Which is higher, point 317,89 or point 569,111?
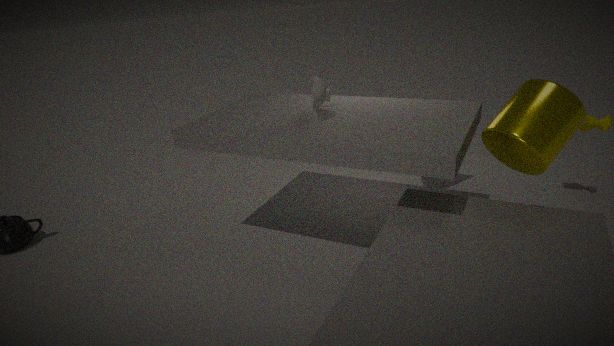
point 317,89
